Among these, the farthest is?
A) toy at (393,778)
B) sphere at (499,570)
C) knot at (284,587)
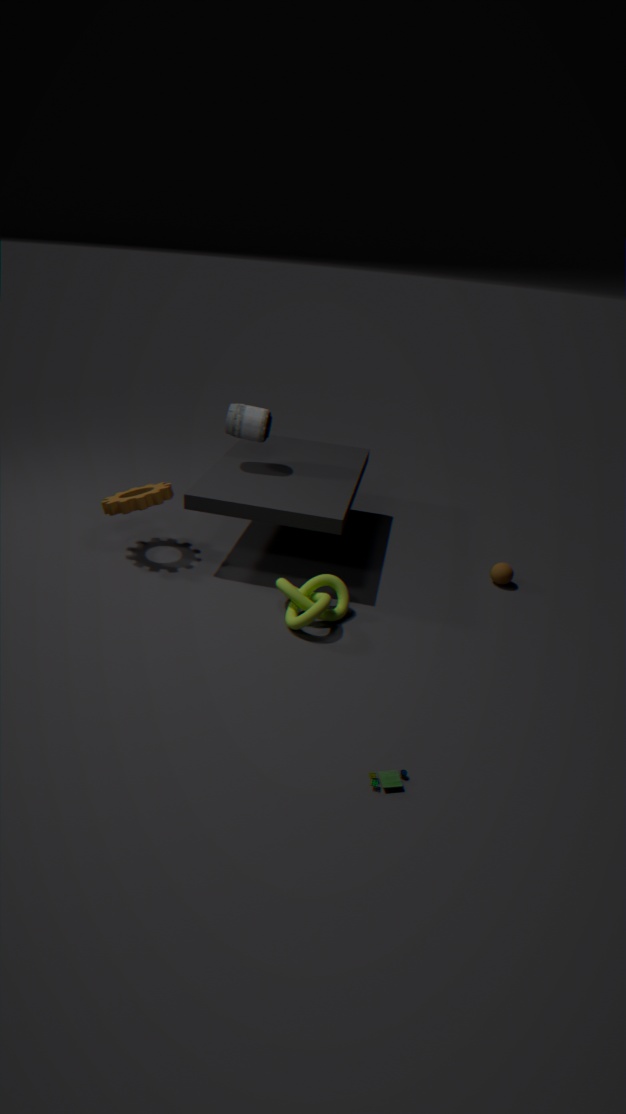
sphere at (499,570)
